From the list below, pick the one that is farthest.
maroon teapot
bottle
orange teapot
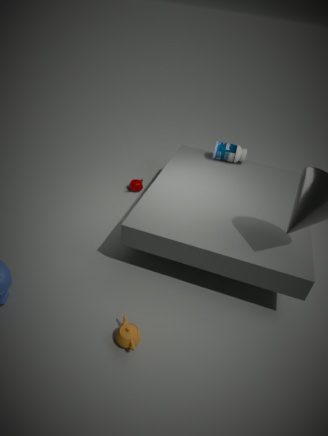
maroon teapot
